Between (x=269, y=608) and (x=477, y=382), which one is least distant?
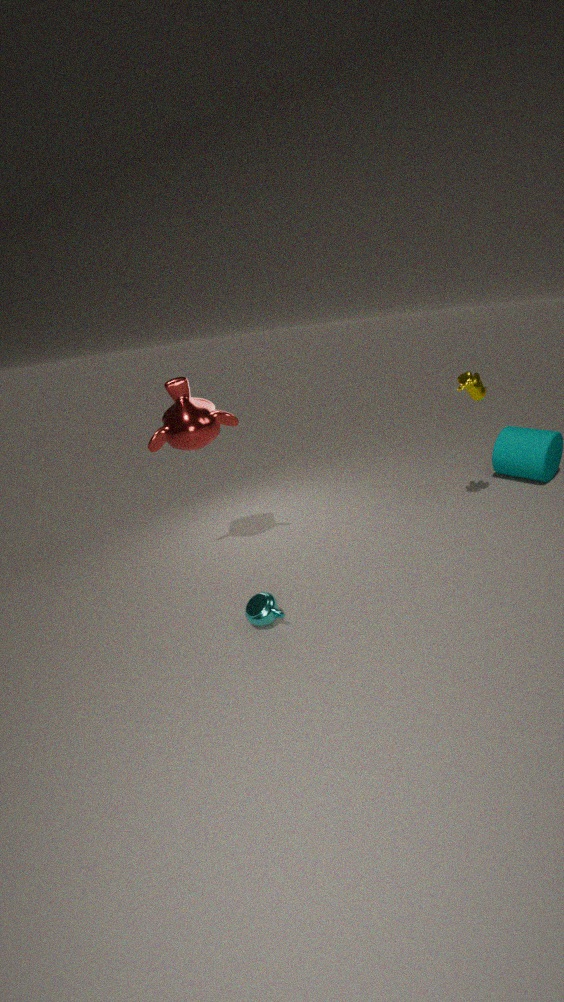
(x=269, y=608)
